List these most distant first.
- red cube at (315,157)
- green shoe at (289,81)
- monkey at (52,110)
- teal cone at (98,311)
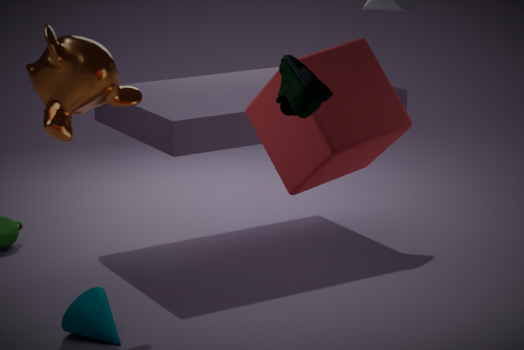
teal cone at (98,311)
monkey at (52,110)
red cube at (315,157)
green shoe at (289,81)
